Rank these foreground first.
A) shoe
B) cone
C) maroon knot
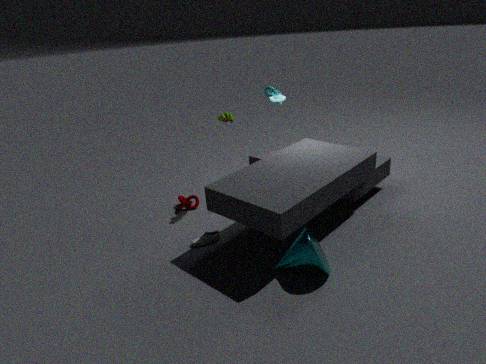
cone → shoe → maroon knot
